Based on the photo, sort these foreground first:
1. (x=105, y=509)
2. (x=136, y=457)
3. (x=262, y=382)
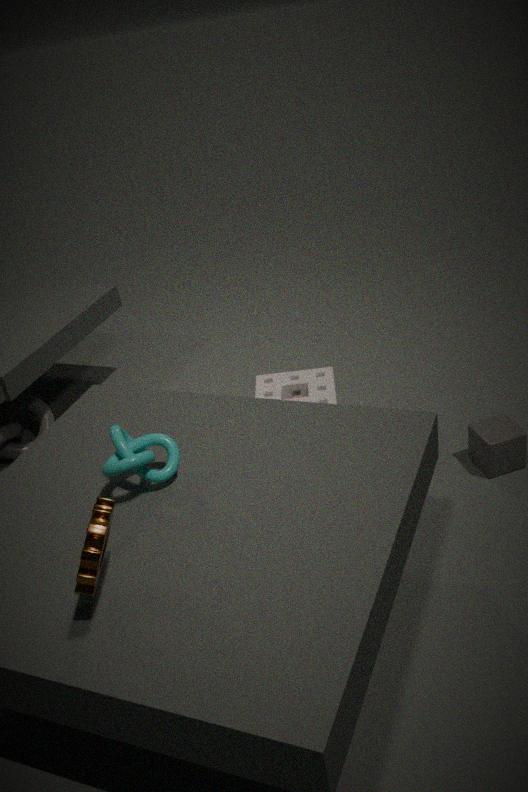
(x=105, y=509), (x=136, y=457), (x=262, y=382)
